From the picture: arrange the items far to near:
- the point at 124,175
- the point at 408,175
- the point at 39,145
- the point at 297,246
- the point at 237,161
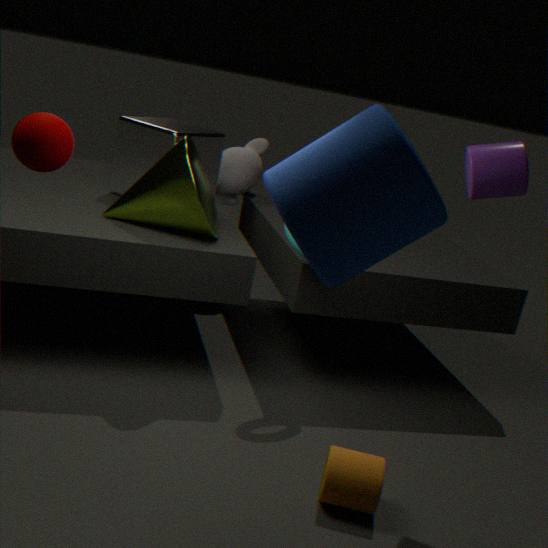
the point at 237,161
the point at 124,175
the point at 297,246
the point at 39,145
the point at 408,175
